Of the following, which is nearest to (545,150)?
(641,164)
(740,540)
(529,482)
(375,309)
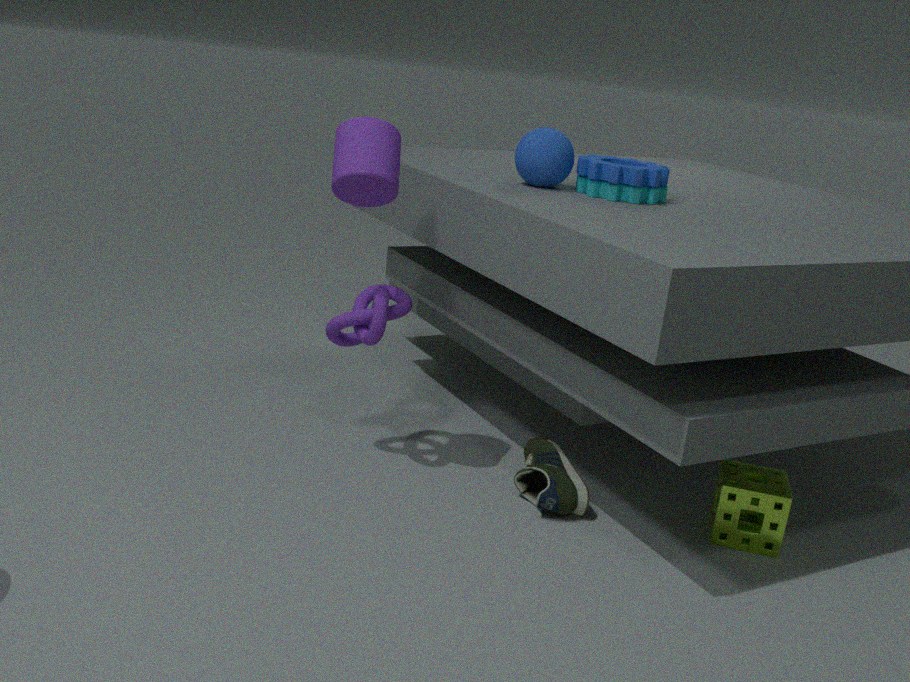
(641,164)
